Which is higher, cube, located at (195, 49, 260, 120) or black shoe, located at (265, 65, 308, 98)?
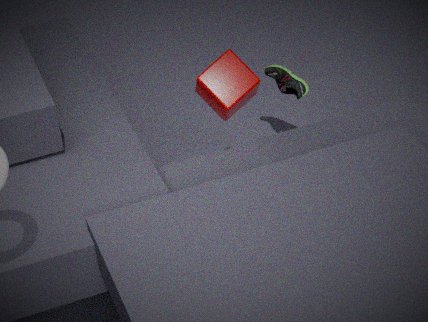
cube, located at (195, 49, 260, 120)
